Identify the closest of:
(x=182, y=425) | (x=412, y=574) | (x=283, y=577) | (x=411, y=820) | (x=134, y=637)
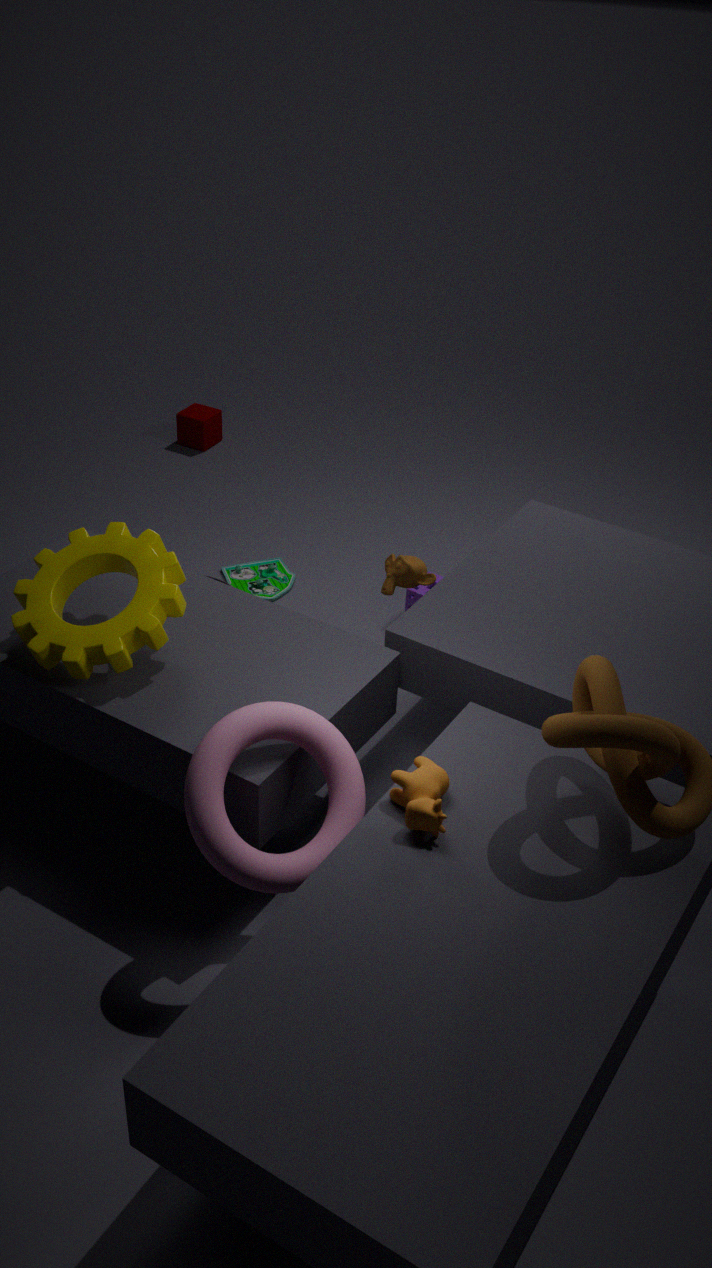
(x=411, y=820)
